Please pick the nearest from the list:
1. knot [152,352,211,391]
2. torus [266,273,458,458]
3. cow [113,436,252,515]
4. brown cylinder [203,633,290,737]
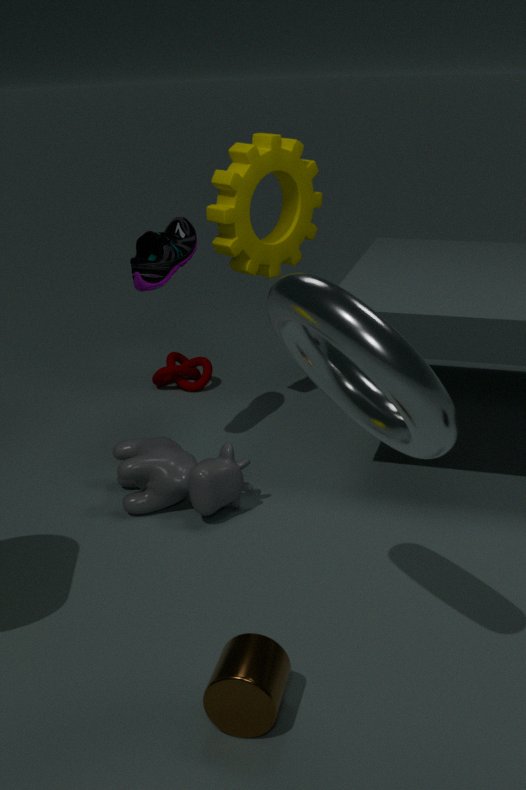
torus [266,273,458,458]
